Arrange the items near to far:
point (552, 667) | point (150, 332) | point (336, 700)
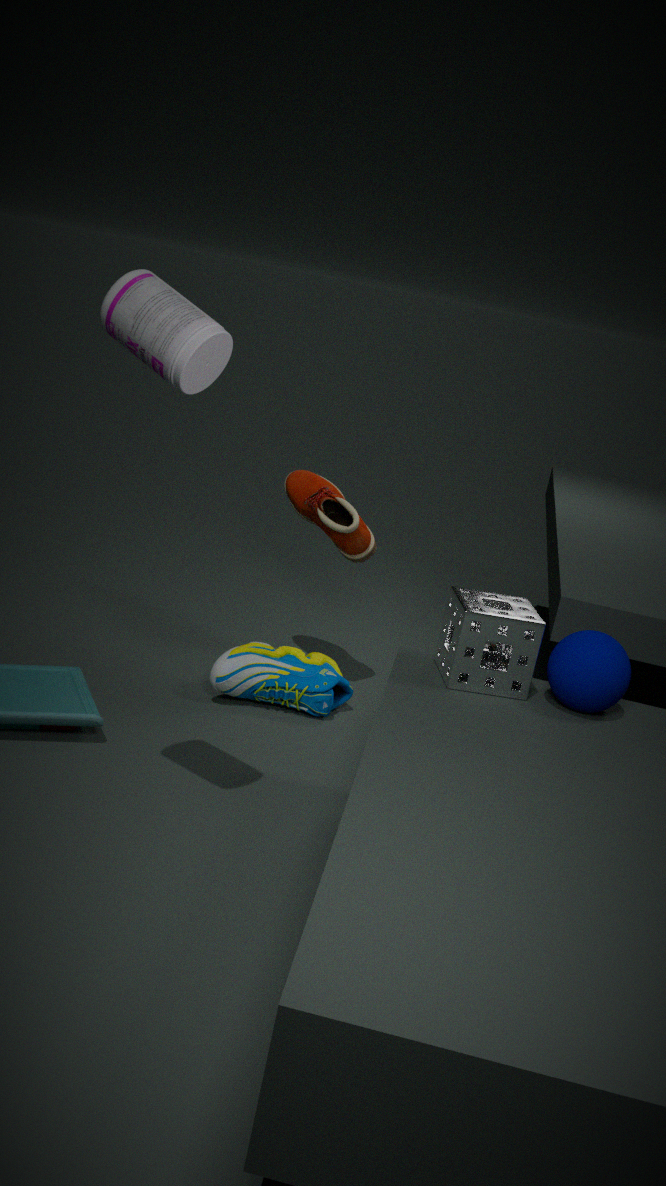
point (150, 332) → point (552, 667) → point (336, 700)
